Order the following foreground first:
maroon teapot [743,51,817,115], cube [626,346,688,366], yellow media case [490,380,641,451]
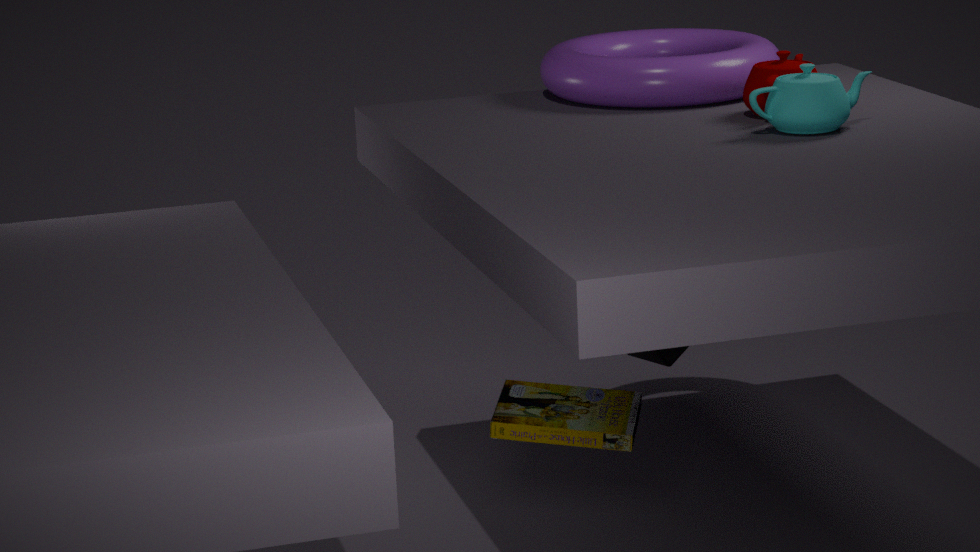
yellow media case [490,380,641,451] → maroon teapot [743,51,817,115] → cube [626,346,688,366]
